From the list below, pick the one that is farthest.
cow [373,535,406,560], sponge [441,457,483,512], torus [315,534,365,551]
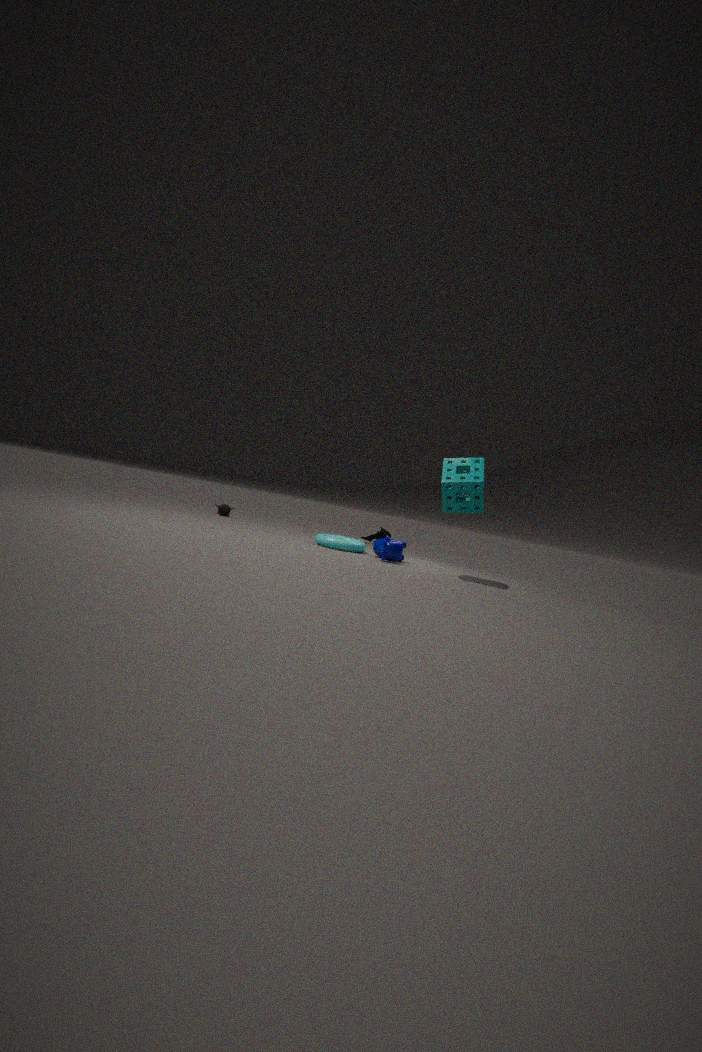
torus [315,534,365,551]
